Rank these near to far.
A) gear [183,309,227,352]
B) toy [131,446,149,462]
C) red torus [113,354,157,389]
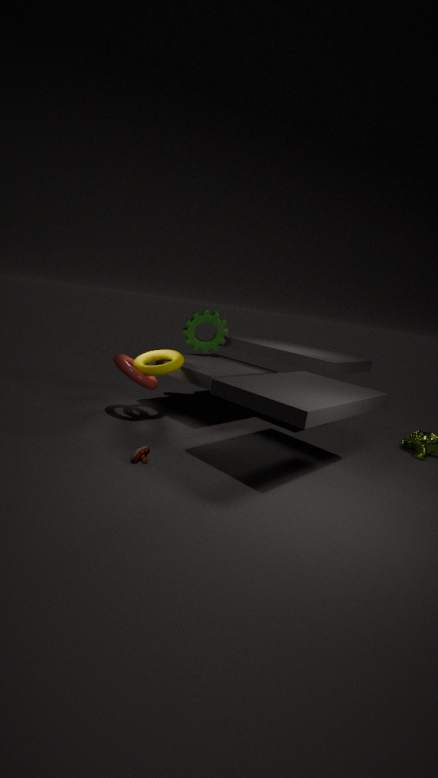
toy [131,446,149,462], red torus [113,354,157,389], gear [183,309,227,352]
